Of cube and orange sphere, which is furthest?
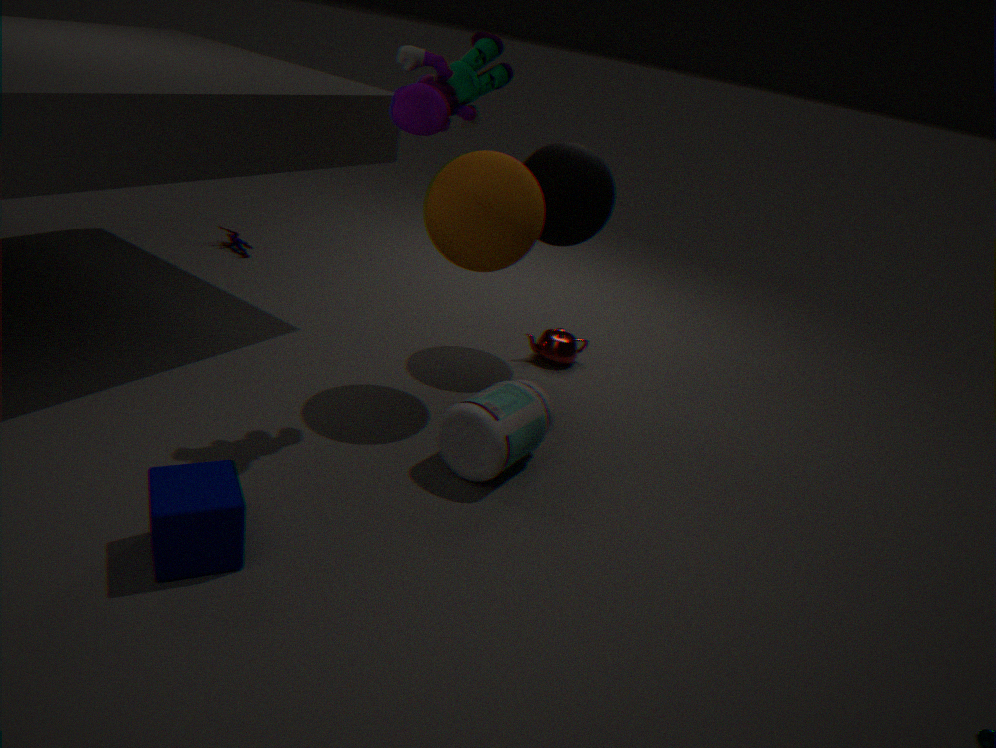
orange sphere
